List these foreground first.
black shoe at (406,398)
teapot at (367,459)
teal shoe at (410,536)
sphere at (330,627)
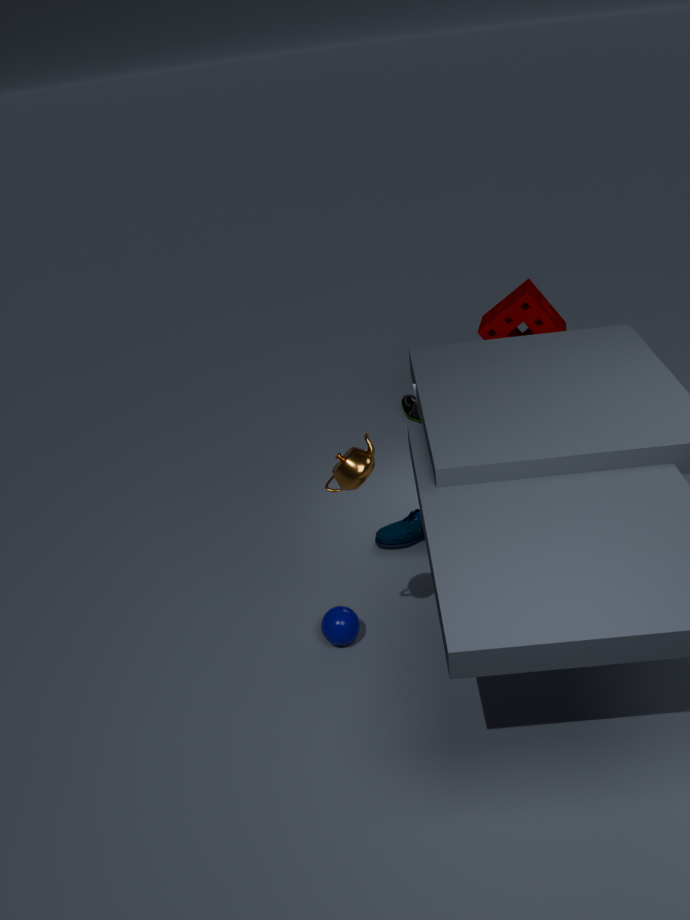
1. teapot at (367,459)
2. sphere at (330,627)
3. teal shoe at (410,536)
4. black shoe at (406,398)
